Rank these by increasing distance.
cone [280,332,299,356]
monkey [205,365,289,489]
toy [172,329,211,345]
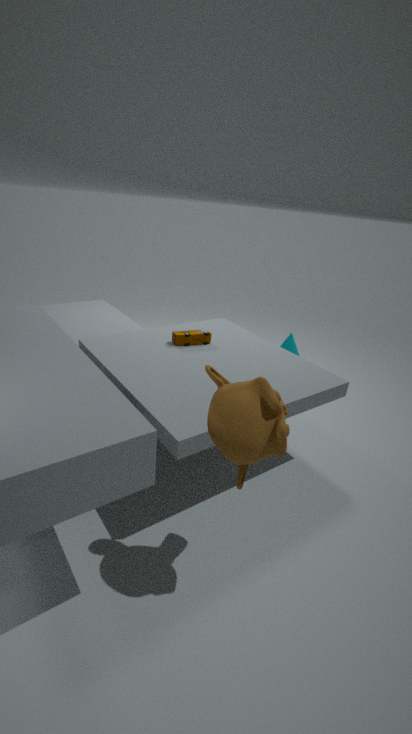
monkey [205,365,289,489] → toy [172,329,211,345] → cone [280,332,299,356]
